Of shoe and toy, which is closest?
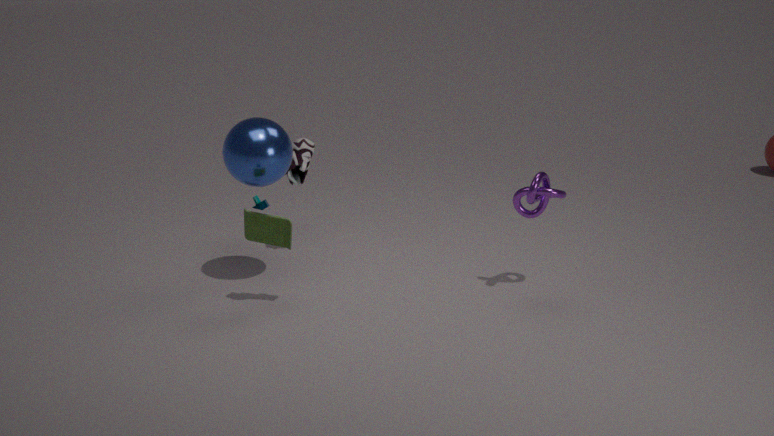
toy
